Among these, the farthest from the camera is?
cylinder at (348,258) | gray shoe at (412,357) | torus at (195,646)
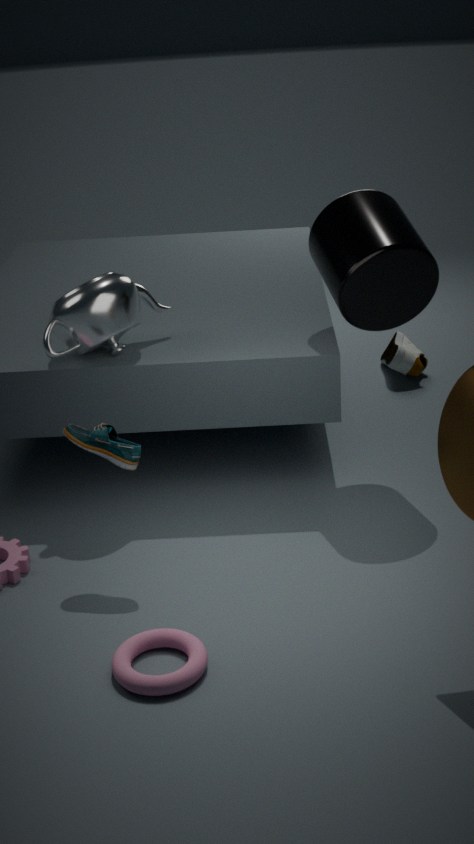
gray shoe at (412,357)
